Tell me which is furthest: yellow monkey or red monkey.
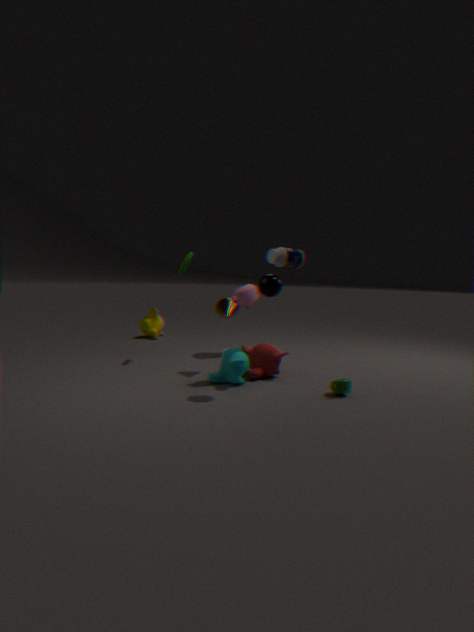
yellow monkey
